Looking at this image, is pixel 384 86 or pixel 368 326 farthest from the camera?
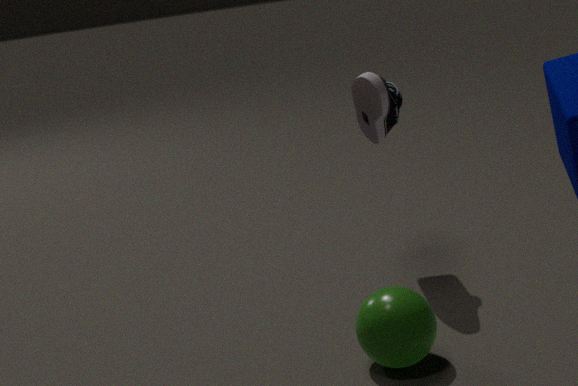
pixel 384 86
